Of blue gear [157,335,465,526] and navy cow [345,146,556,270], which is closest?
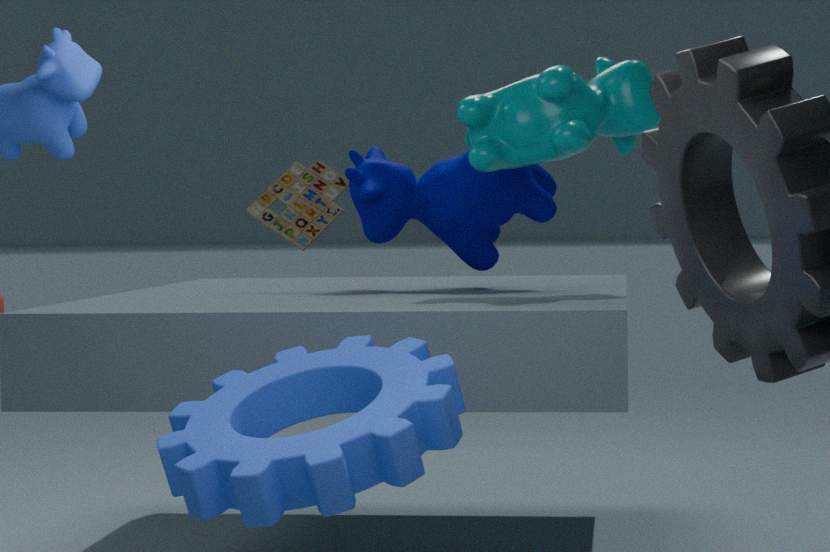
blue gear [157,335,465,526]
